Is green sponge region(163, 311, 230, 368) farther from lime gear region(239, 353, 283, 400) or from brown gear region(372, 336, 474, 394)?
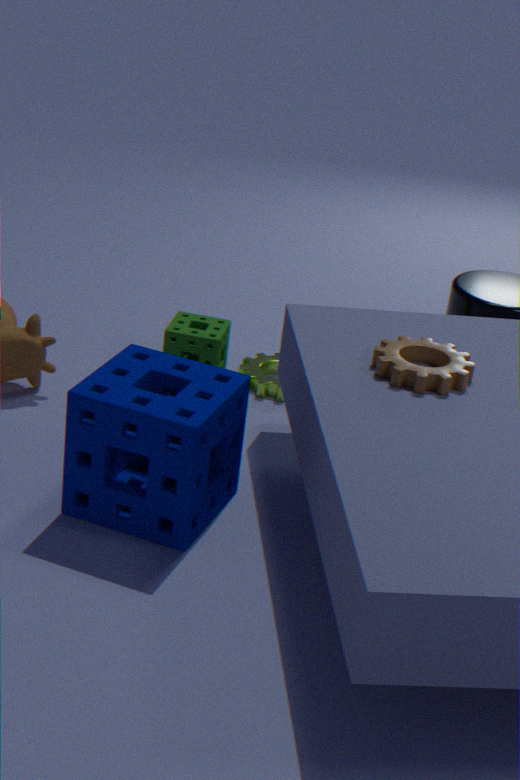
brown gear region(372, 336, 474, 394)
